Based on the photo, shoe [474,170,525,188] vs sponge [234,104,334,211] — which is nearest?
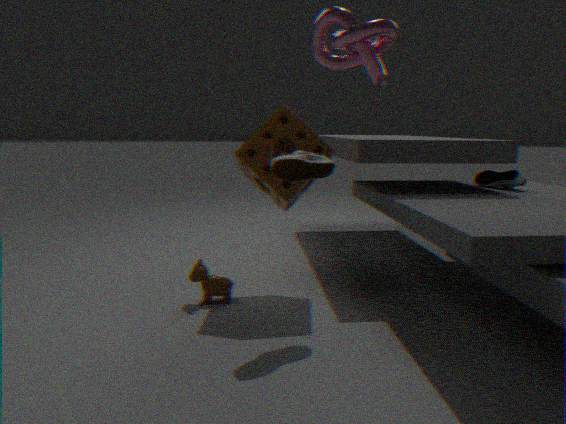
sponge [234,104,334,211]
